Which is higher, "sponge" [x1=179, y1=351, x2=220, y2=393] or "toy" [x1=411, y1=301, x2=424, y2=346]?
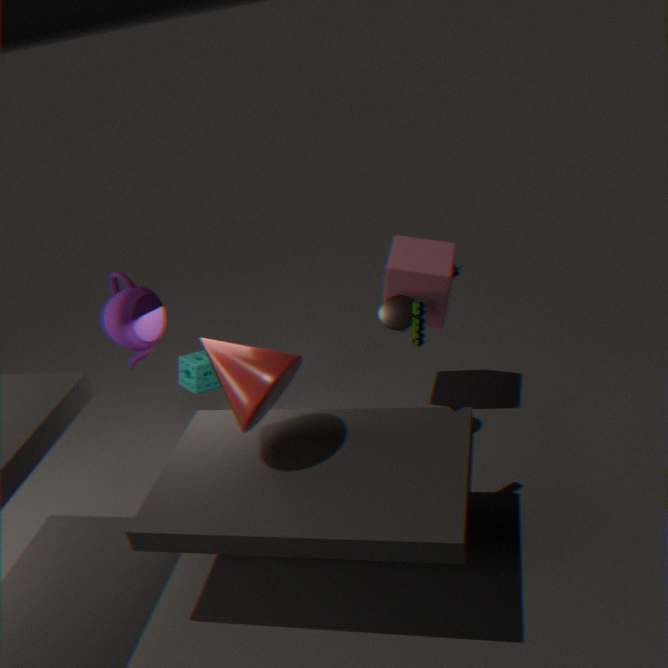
"toy" [x1=411, y1=301, x2=424, y2=346]
